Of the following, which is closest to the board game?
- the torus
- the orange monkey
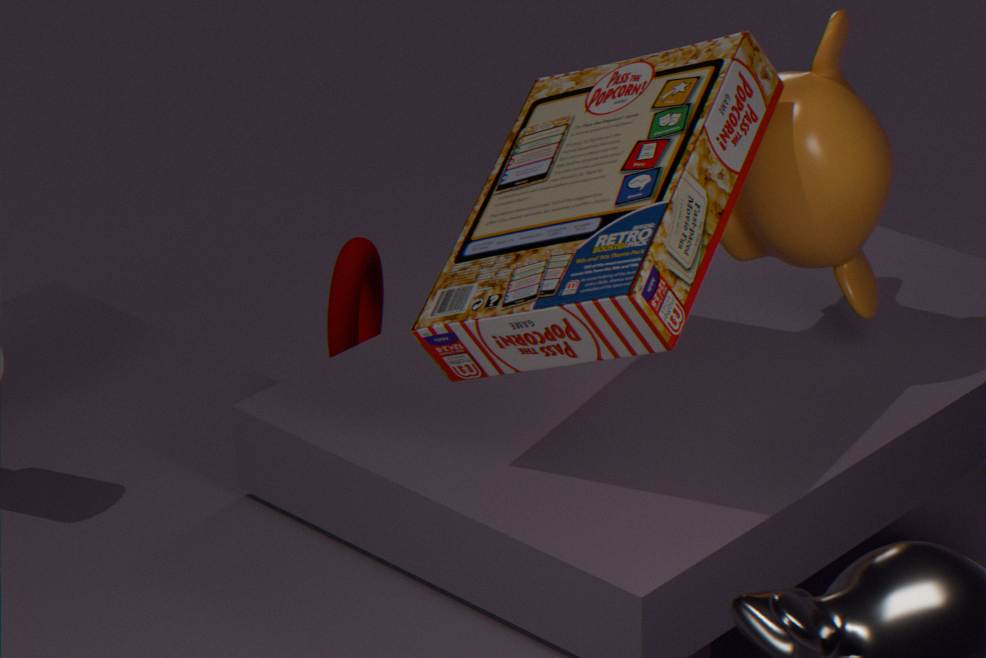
the orange monkey
